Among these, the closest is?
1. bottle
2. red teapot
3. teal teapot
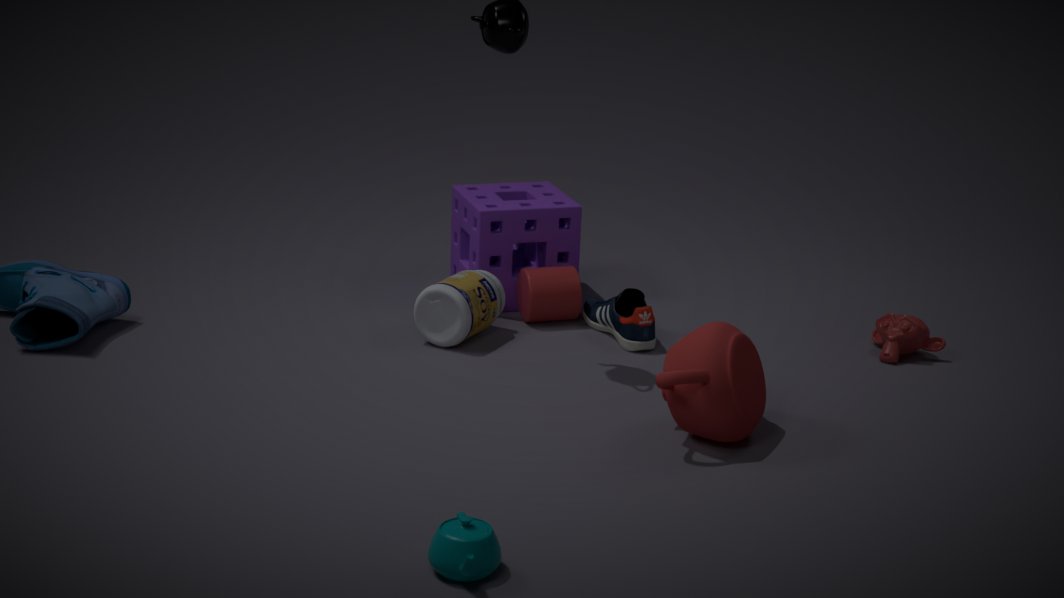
teal teapot
